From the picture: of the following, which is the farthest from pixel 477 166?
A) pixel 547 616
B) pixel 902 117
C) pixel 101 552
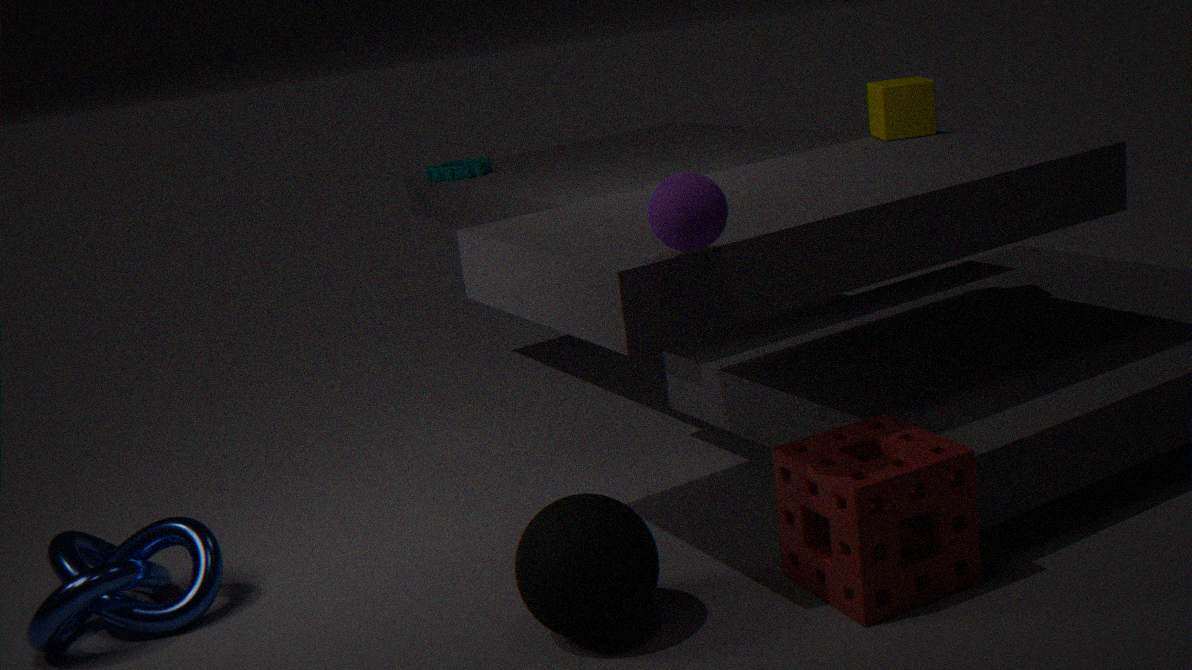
pixel 547 616
